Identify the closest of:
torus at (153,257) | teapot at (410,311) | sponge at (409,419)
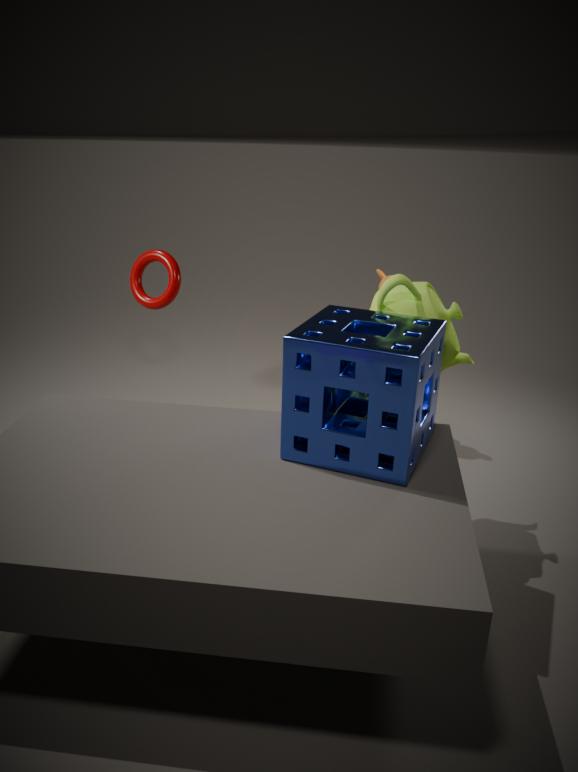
sponge at (409,419)
